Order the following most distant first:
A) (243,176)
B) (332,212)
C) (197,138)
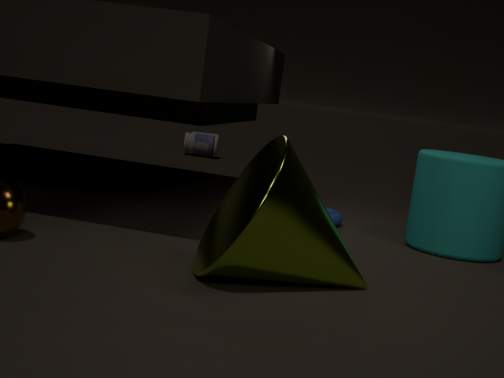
(197,138), (332,212), (243,176)
